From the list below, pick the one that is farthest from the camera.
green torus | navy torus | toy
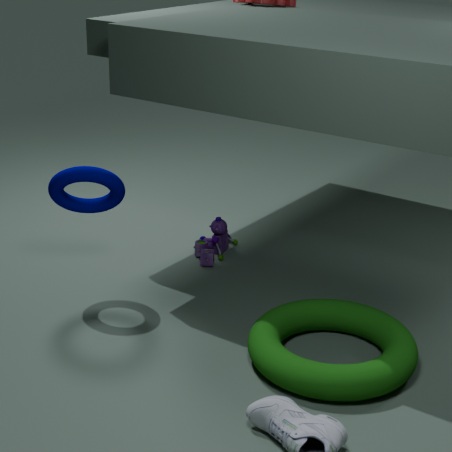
toy
